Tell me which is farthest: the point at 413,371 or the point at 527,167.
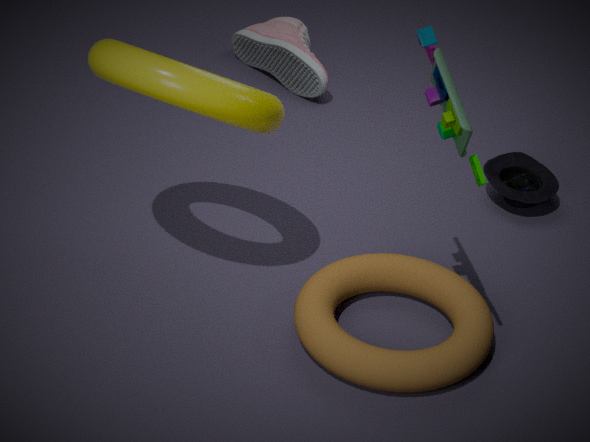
the point at 527,167
